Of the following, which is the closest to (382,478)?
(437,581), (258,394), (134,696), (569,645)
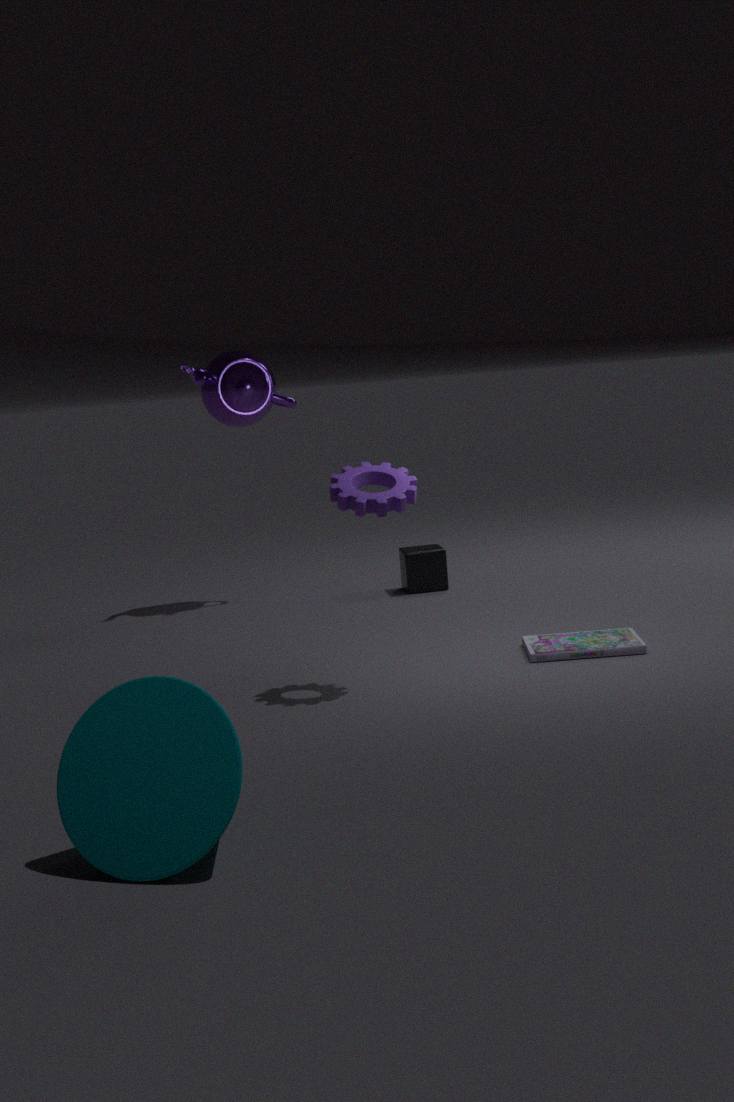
(569,645)
